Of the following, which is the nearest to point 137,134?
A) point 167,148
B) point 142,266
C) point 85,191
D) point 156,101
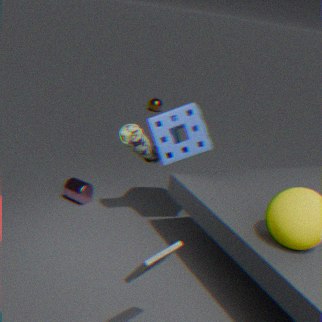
point 167,148
